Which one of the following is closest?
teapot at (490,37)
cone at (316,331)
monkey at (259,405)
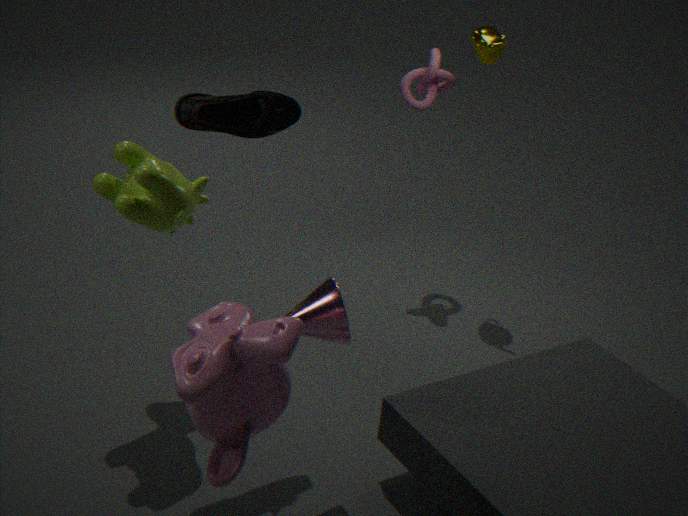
monkey at (259,405)
